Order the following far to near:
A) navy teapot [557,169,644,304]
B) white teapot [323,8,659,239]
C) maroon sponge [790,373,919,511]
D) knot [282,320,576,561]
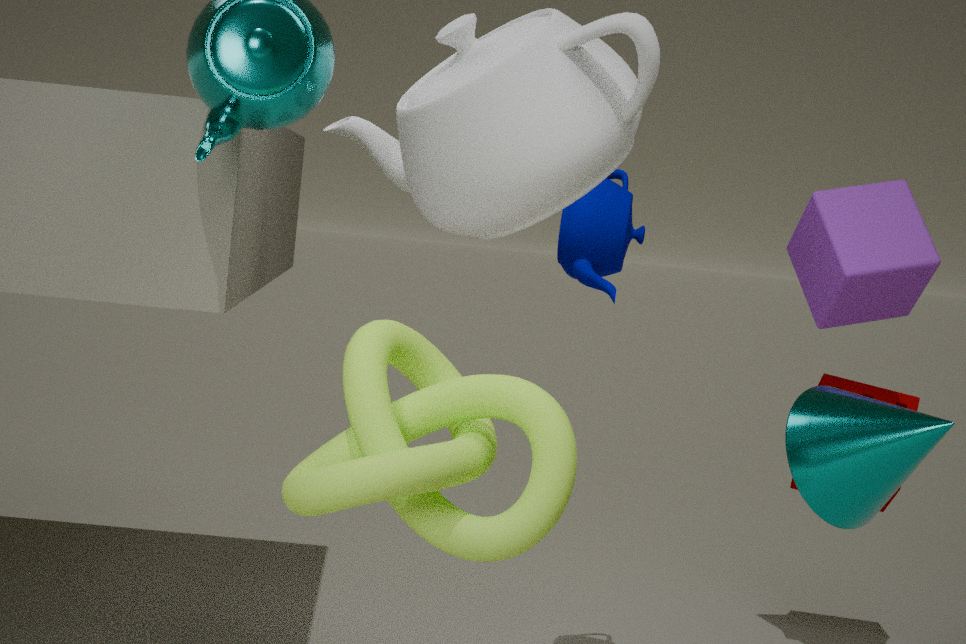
1. maroon sponge [790,373,919,511]
2. navy teapot [557,169,644,304]
3. white teapot [323,8,659,239]
4. knot [282,320,576,561]
